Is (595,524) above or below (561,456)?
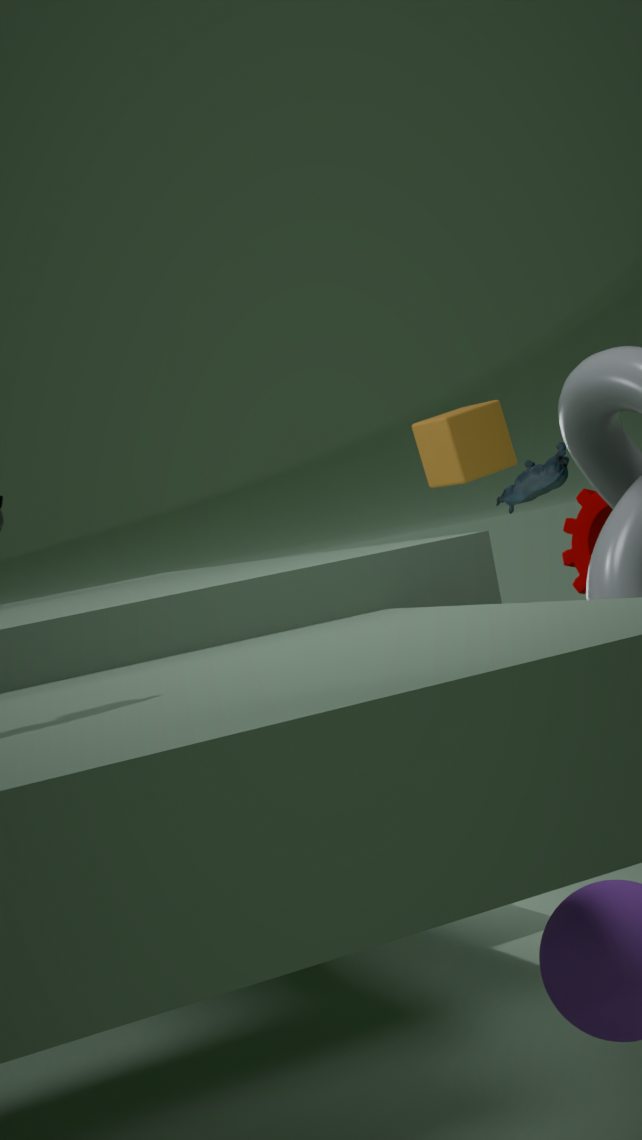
below
